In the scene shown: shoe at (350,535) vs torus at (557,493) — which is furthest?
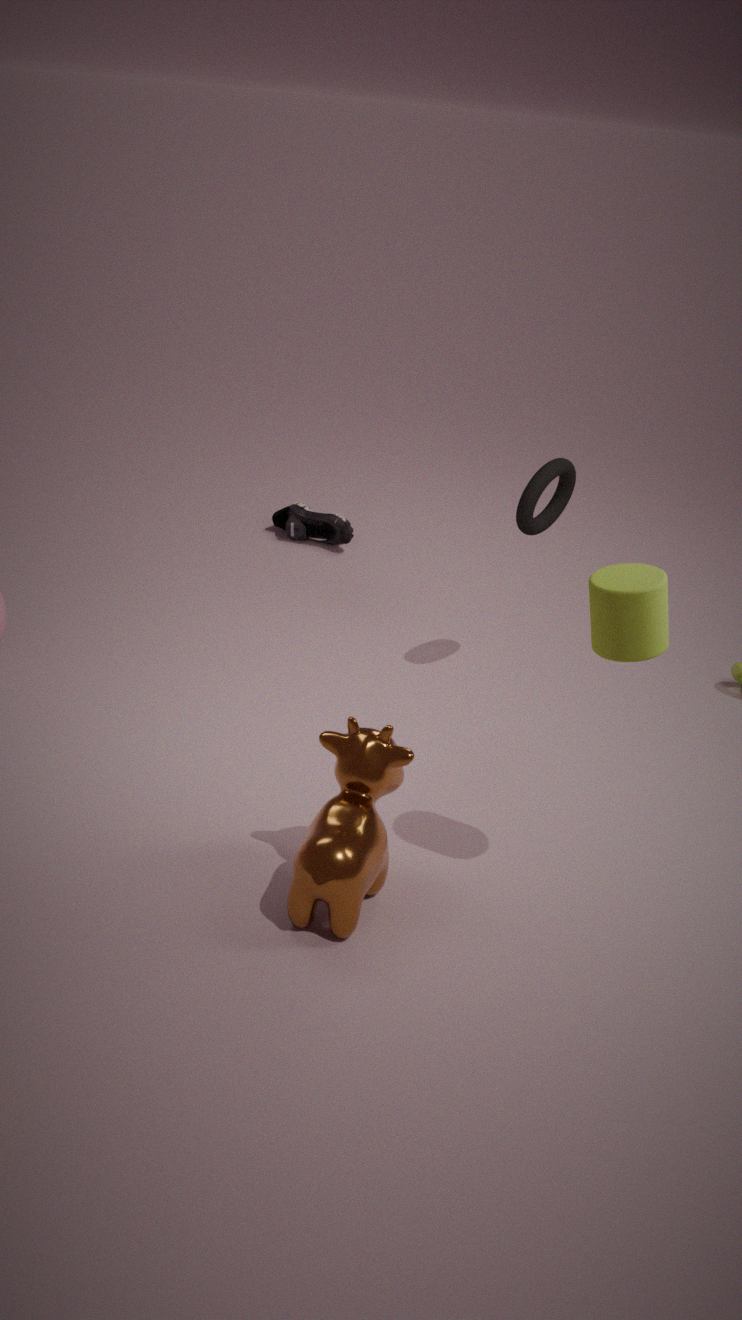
shoe at (350,535)
